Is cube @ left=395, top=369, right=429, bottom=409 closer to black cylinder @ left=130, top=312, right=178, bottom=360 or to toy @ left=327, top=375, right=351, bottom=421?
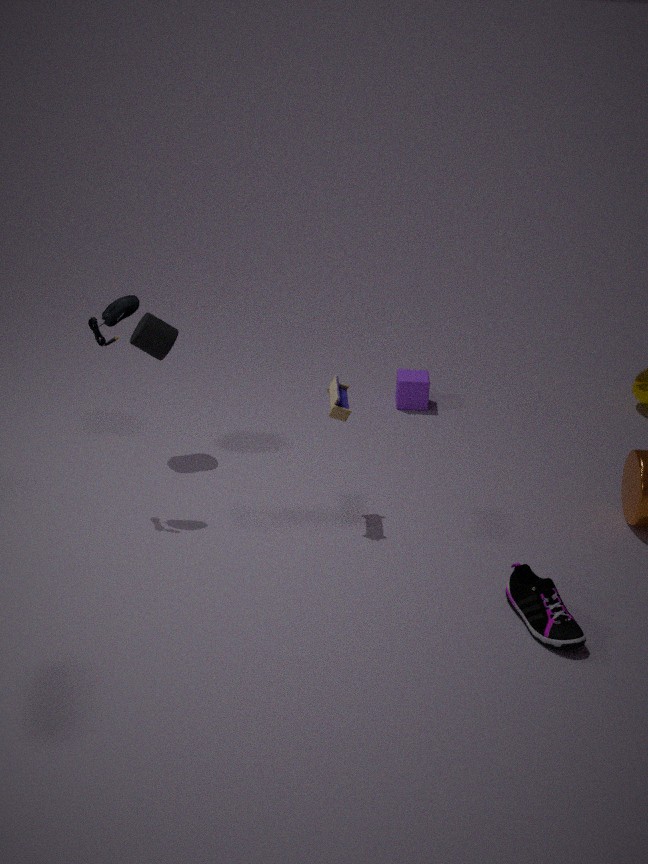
toy @ left=327, top=375, right=351, bottom=421
